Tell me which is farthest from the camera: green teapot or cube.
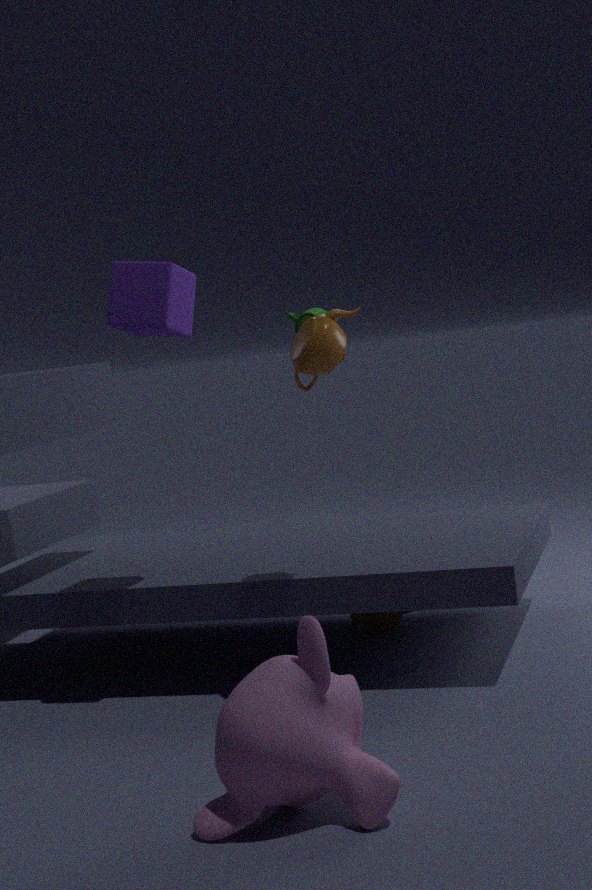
green teapot
